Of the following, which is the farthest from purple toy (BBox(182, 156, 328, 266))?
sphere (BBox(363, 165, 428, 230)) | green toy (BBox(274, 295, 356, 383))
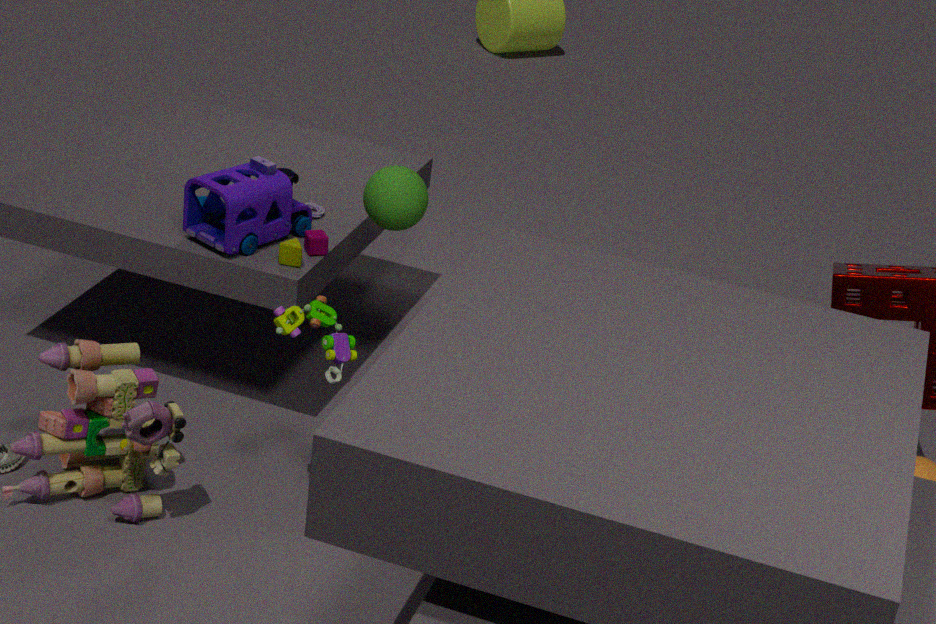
green toy (BBox(274, 295, 356, 383))
